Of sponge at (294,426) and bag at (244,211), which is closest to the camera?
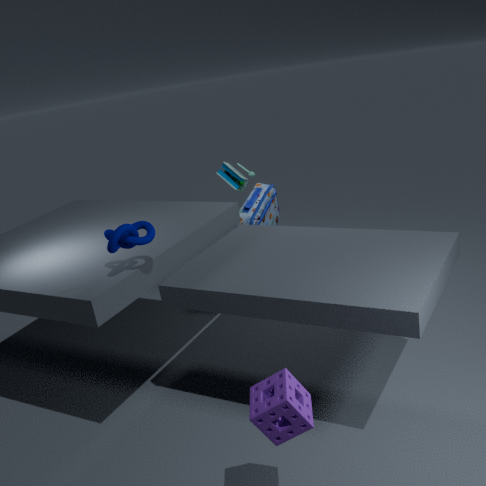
sponge at (294,426)
